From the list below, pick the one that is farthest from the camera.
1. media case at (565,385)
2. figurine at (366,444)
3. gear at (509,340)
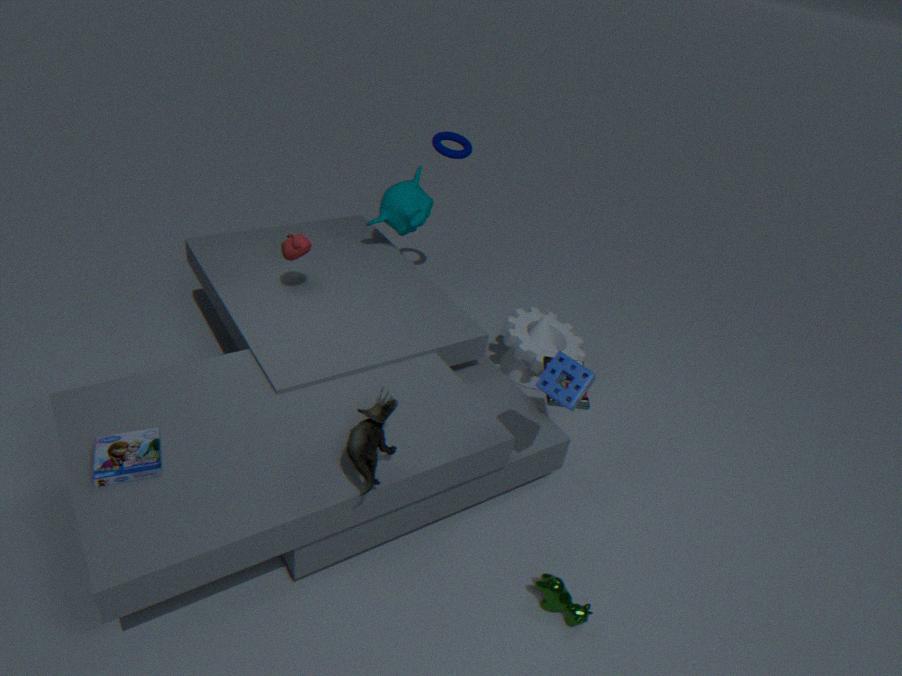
gear at (509,340)
